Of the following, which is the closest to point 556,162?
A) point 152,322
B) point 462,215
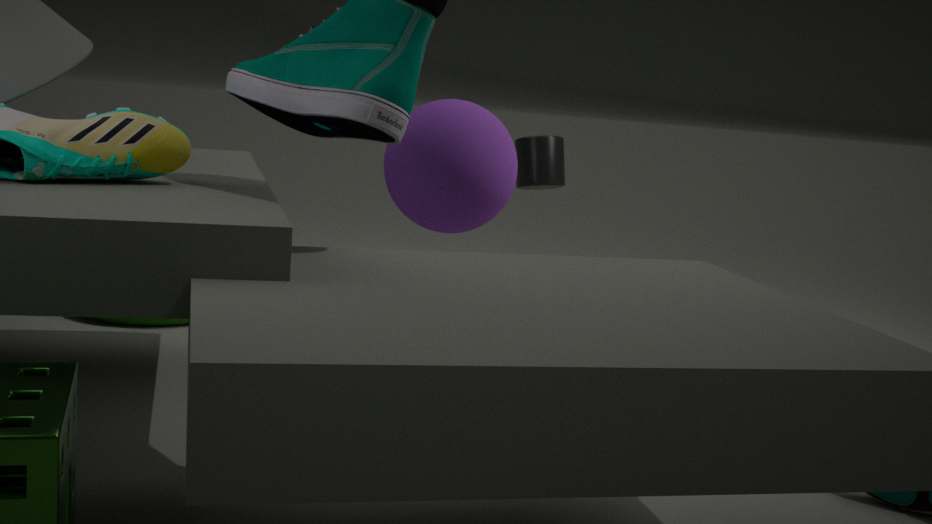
point 462,215
